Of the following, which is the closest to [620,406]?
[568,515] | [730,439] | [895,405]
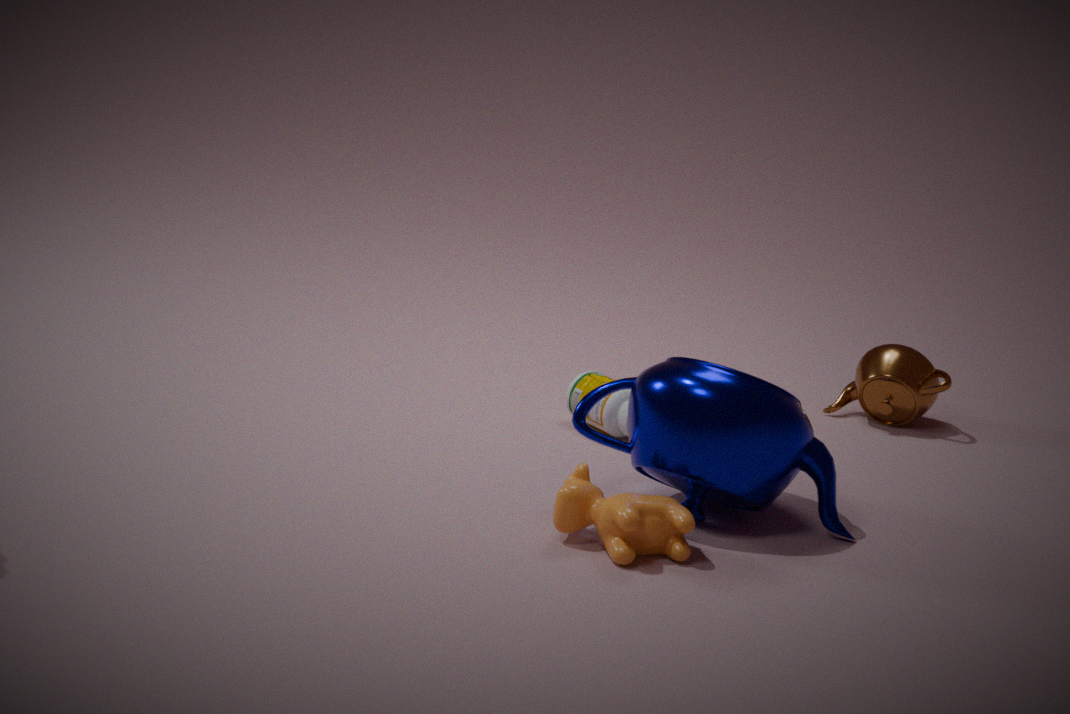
[730,439]
